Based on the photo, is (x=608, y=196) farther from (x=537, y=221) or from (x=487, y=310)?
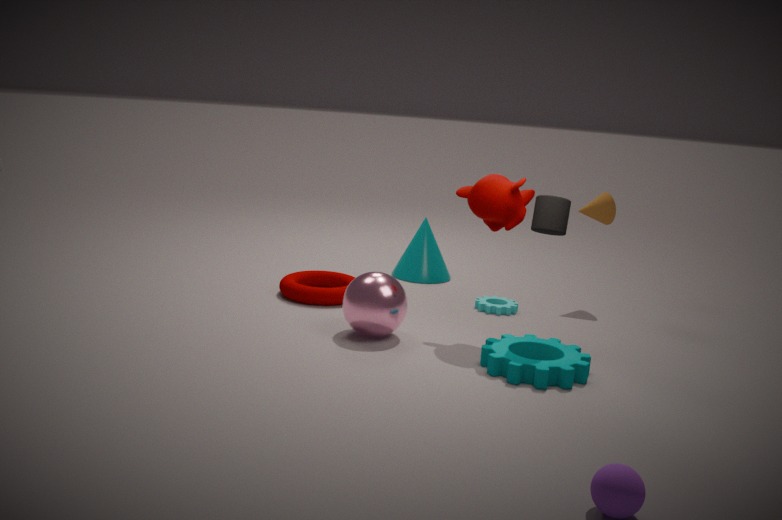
(x=537, y=221)
